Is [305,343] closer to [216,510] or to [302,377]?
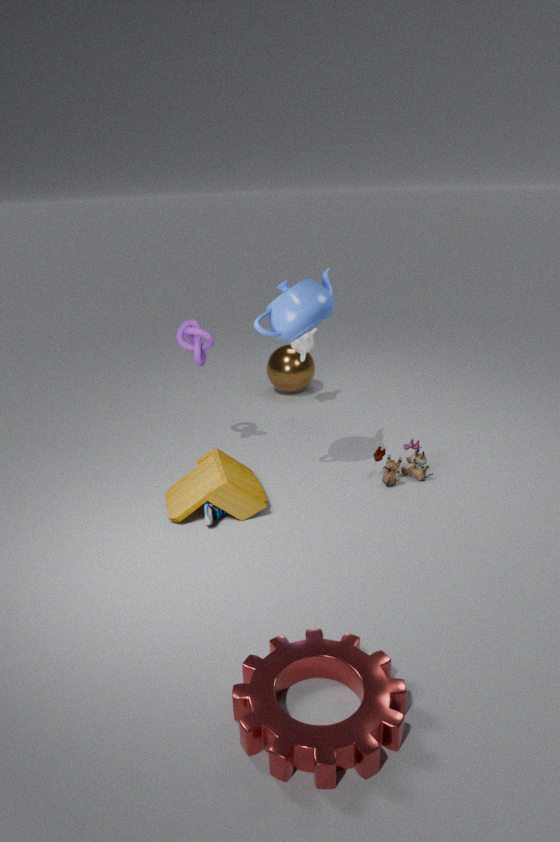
[302,377]
